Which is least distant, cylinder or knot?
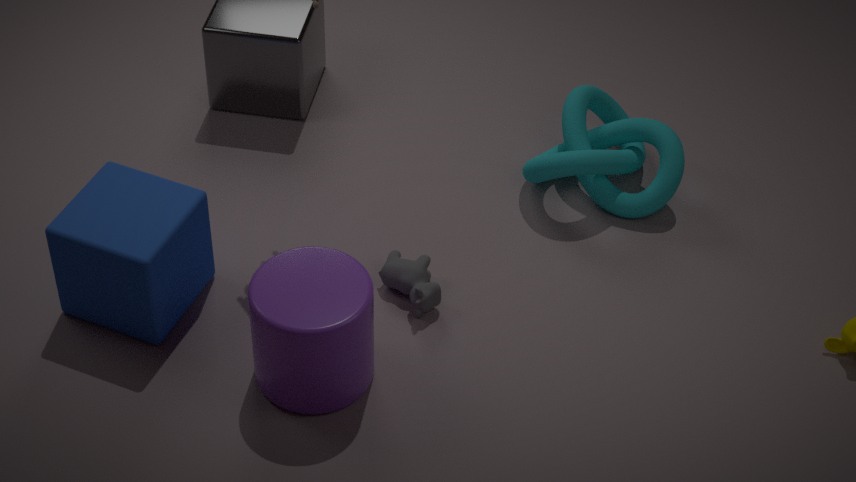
cylinder
